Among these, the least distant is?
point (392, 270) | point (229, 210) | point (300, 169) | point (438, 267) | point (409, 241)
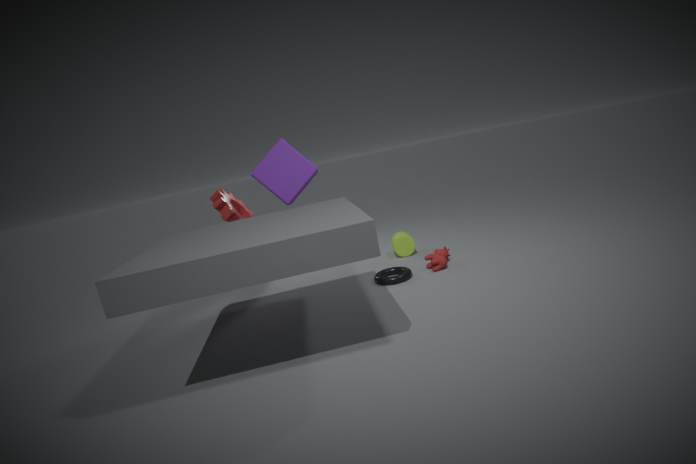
point (438, 267)
